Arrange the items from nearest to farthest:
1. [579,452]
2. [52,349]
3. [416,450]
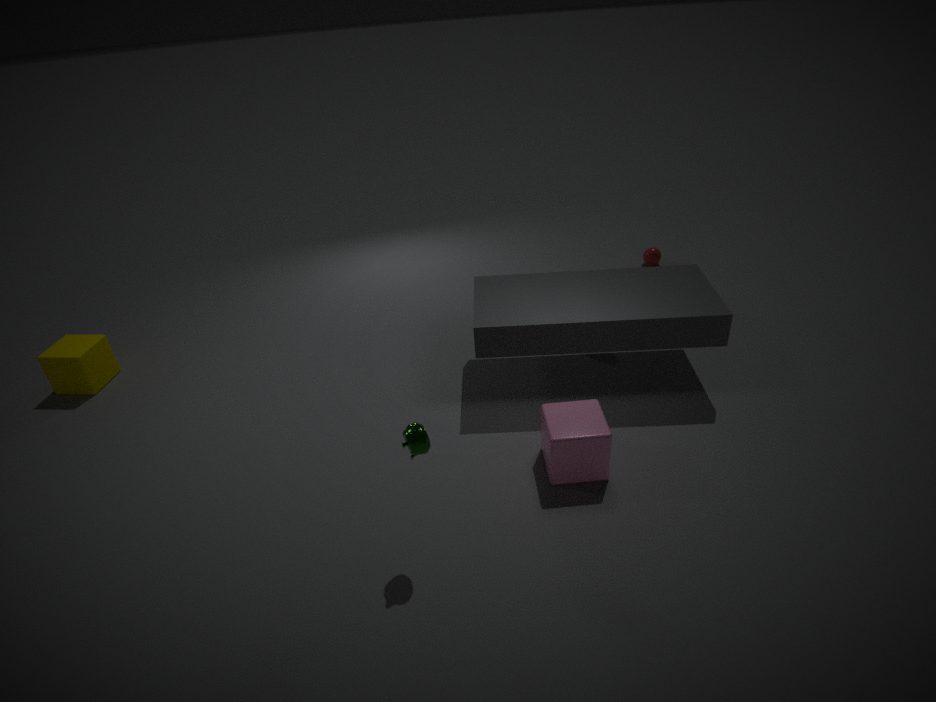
[416,450] < [579,452] < [52,349]
